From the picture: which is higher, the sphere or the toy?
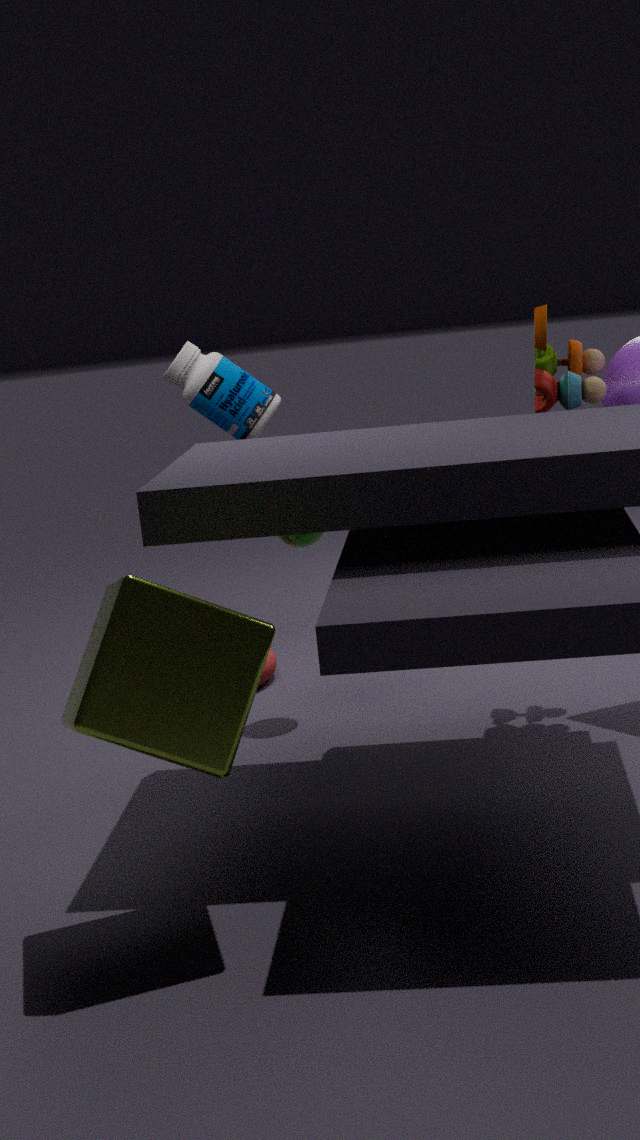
the toy
